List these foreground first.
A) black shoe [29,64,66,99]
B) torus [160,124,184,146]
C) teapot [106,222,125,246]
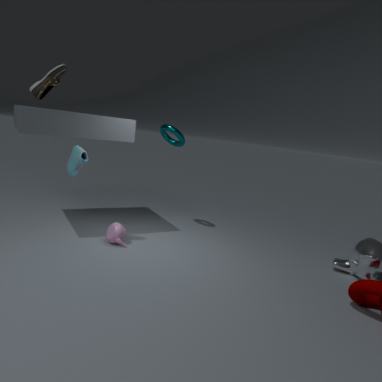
black shoe [29,64,66,99]
teapot [106,222,125,246]
torus [160,124,184,146]
